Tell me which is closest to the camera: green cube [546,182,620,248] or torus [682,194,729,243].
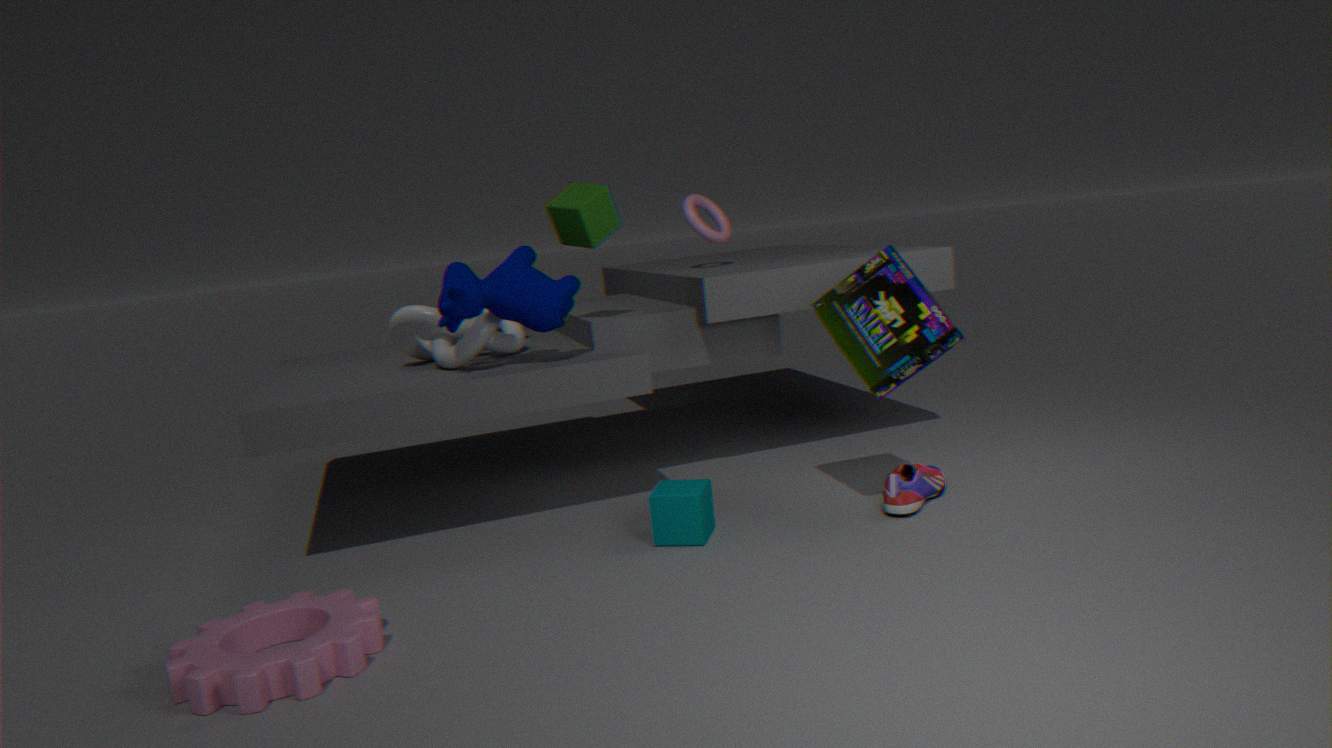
green cube [546,182,620,248]
